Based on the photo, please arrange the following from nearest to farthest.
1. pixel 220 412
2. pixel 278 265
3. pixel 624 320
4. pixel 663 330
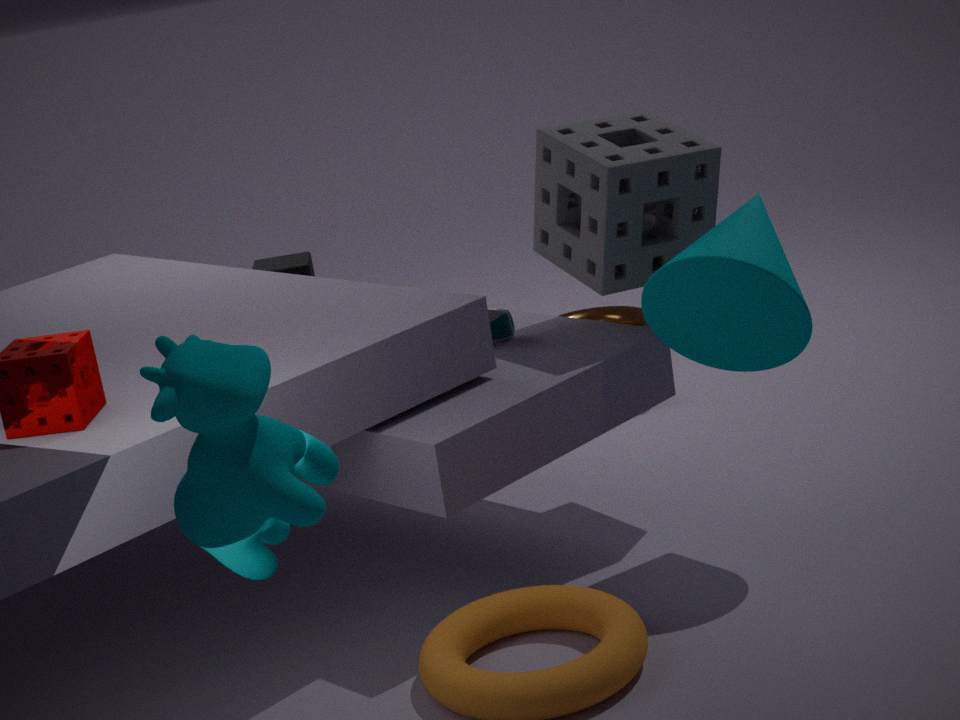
1. pixel 220 412
2. pixel 663 330
3. pixel 278 265
4. pixel 624 320
